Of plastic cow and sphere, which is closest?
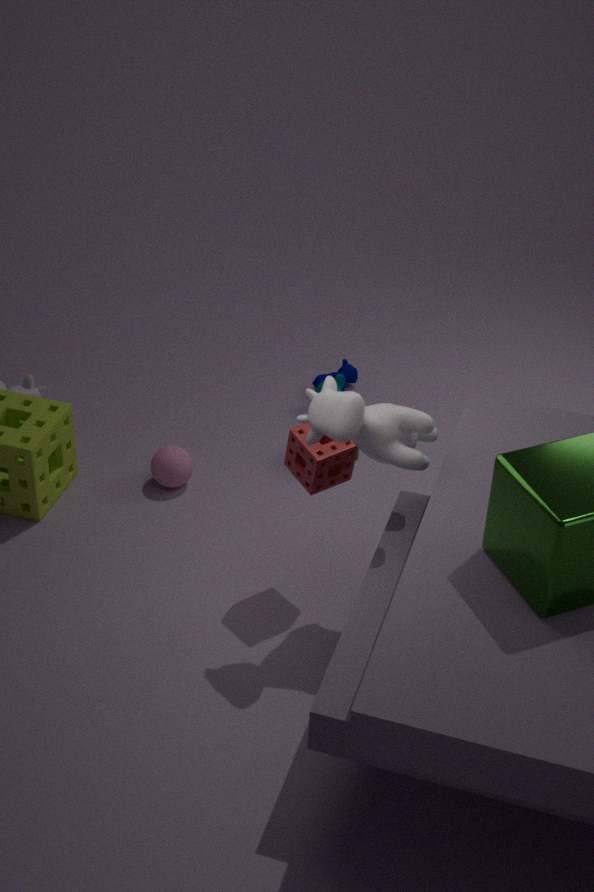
plastic cow
